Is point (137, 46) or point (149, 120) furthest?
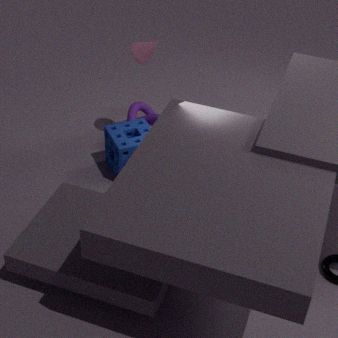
point (149, 120)
